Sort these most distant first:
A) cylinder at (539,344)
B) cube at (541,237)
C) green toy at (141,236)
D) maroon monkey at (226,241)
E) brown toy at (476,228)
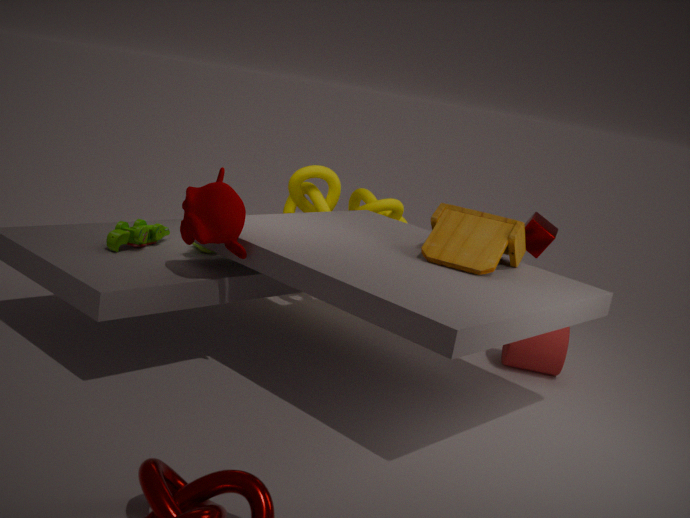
1. cylinder at (539,344)
2. cube at (541,237)
3. green toy at (141,236)
4. brown toy at (476,228)
5. maroon monkey at (226,241)
